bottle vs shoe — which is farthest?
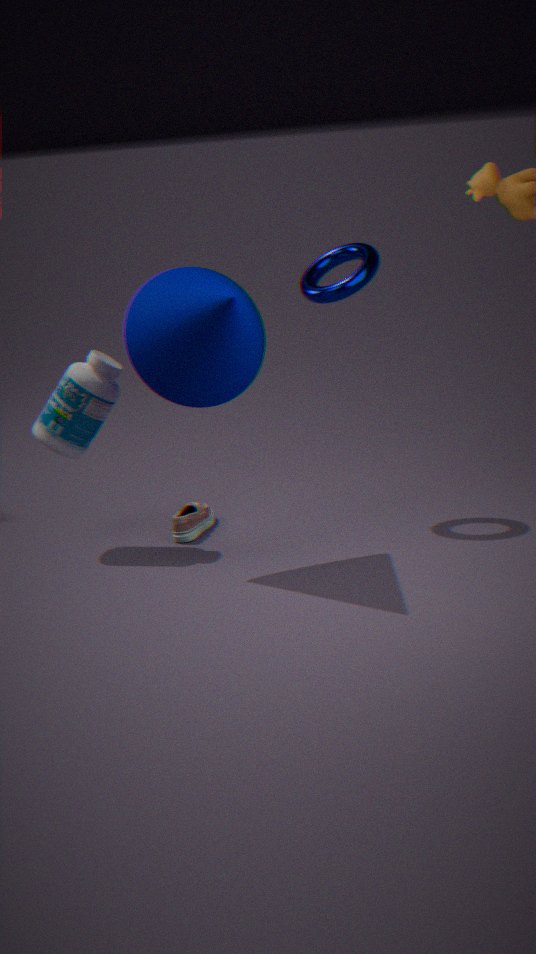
shoe
